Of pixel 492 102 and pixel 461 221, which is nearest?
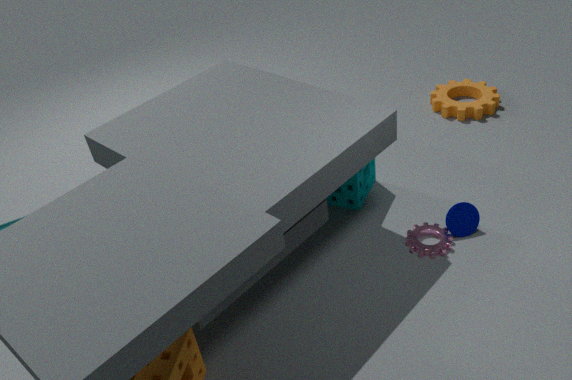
pixel 461 221
